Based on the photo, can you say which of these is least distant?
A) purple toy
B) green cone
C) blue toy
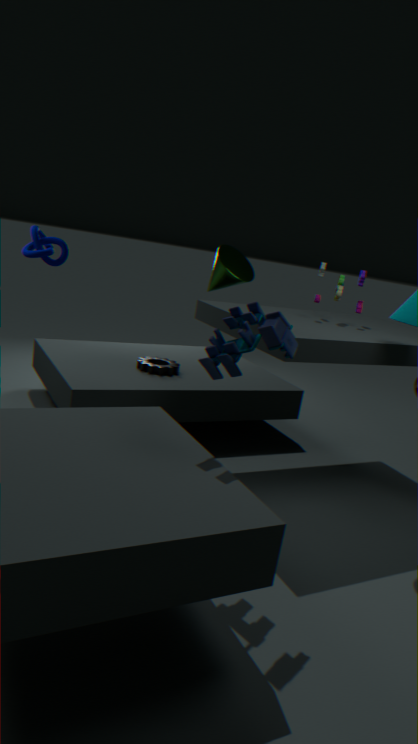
blue toy
